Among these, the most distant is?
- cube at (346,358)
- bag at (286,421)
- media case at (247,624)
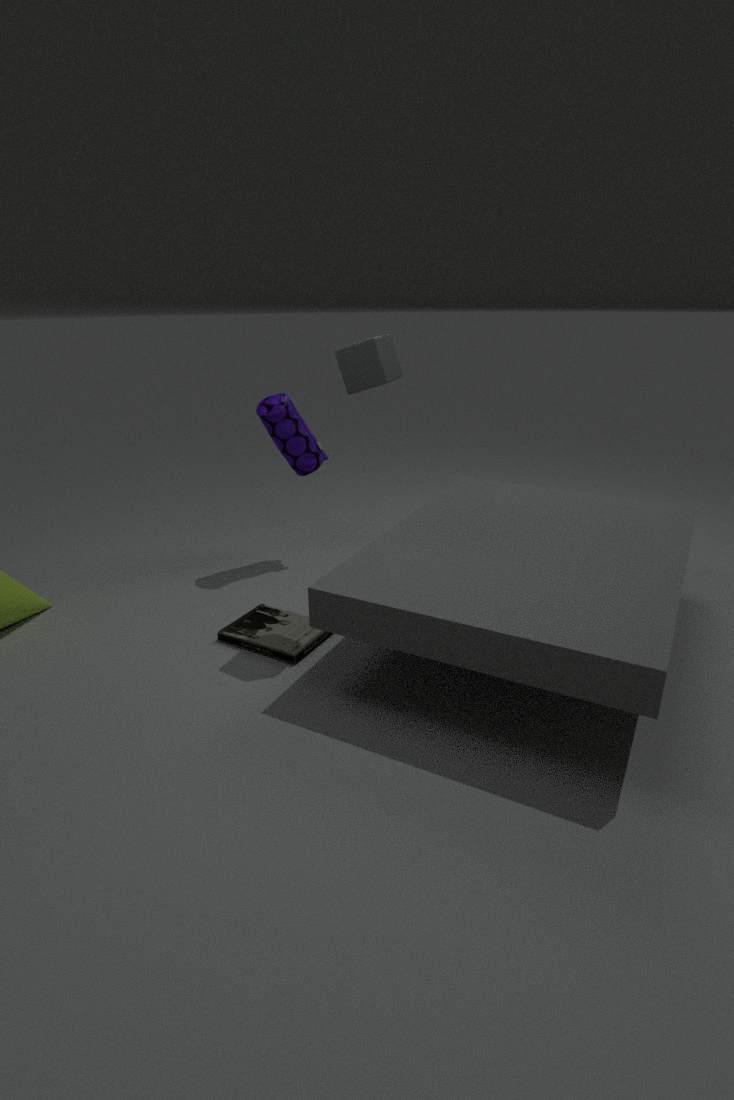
bag at (286,421)
